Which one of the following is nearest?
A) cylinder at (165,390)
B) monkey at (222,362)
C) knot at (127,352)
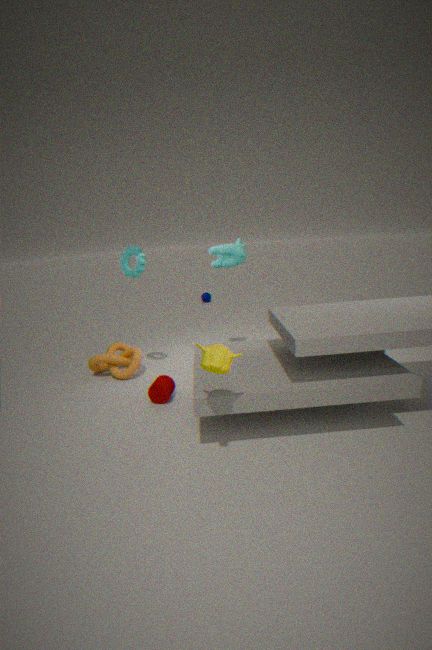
monkey at (222,362)
